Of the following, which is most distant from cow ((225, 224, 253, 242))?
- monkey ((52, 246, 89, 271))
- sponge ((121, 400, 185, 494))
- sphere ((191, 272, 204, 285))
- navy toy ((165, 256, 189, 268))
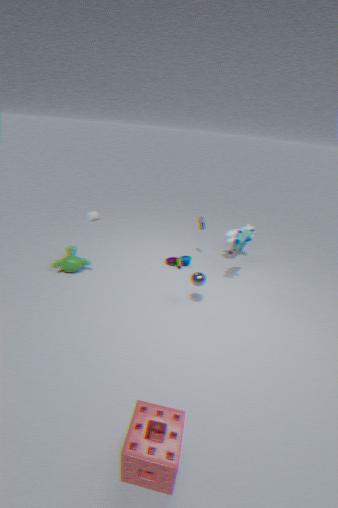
sponge ((121, 400, 185, 494))
